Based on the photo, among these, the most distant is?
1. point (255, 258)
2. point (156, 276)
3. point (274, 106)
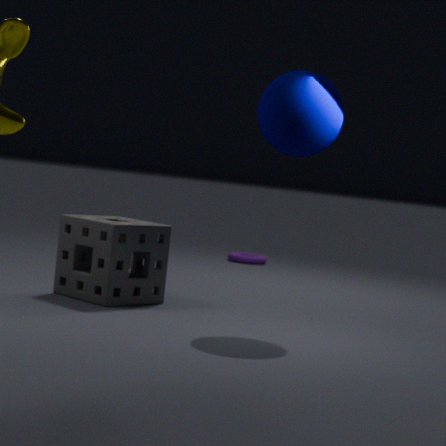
point (255, 258)
